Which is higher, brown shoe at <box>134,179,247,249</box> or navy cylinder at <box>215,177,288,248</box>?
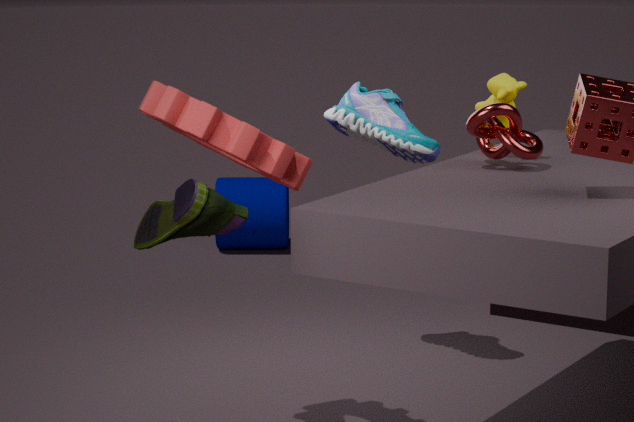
brown shoe at <box>134,179,247,249</box>
